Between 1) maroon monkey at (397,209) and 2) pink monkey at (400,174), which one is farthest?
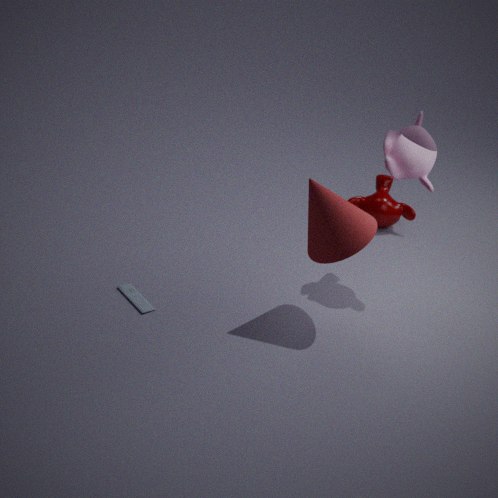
1. maroon monkey at (397,209)
